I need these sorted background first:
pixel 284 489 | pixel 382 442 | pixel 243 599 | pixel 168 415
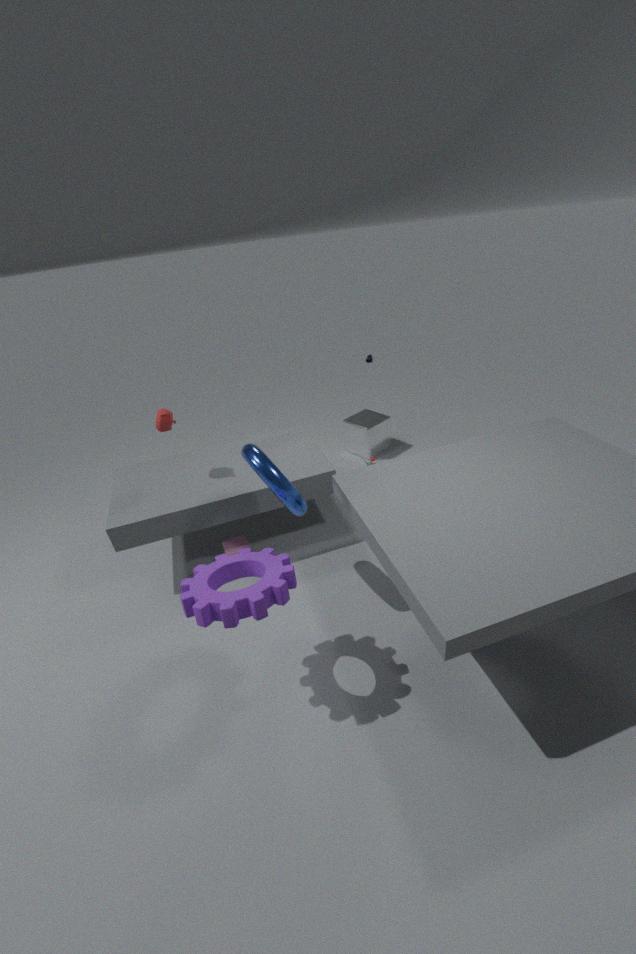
pixel 382 442 < pixel 168 415 < pixel 284 489 < pixel 243 599
